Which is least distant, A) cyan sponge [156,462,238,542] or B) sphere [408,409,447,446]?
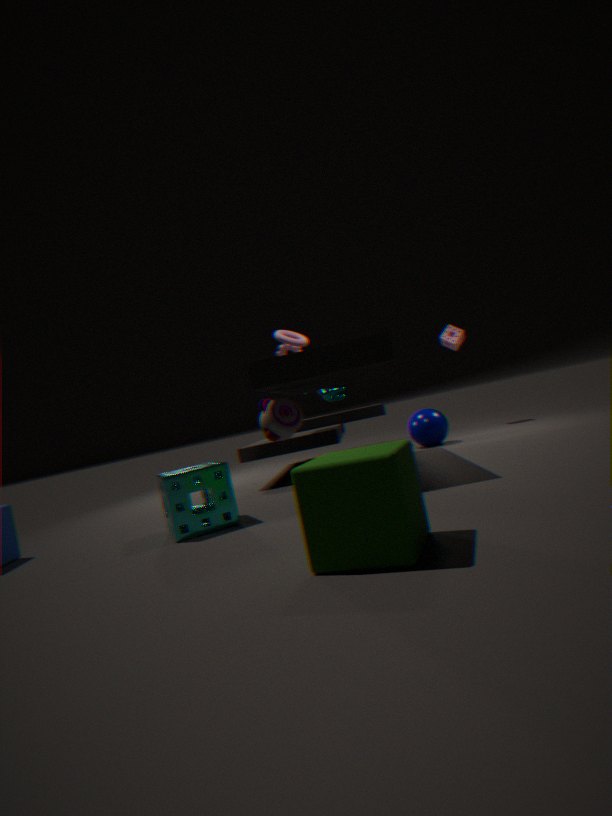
A. cyan sponge [156,462,238,542]
